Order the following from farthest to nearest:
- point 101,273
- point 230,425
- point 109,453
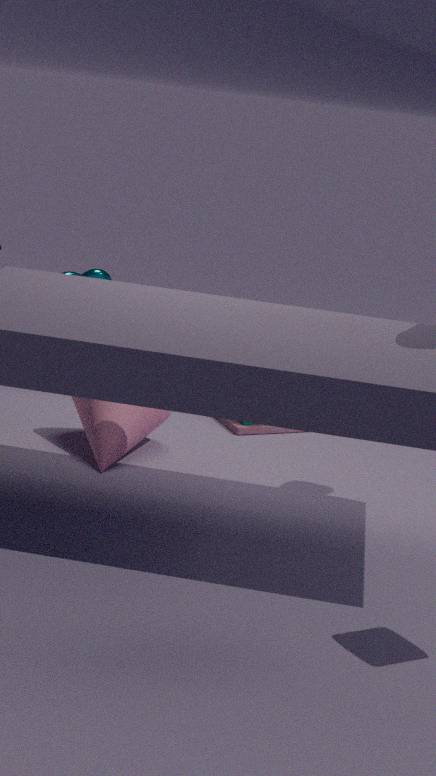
point 101,273 → point 230,425 → point 109,453
